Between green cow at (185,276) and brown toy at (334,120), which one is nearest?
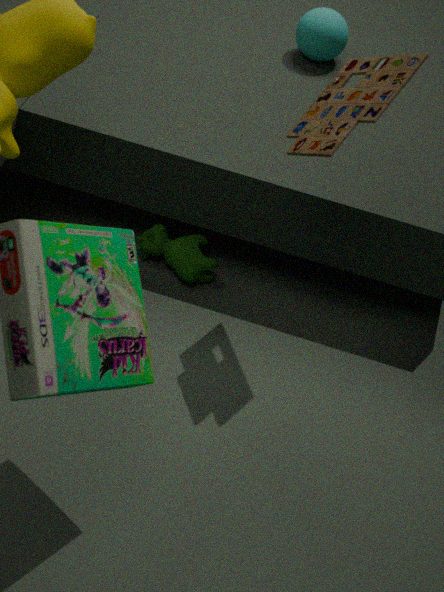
brown toy at (334,120)
